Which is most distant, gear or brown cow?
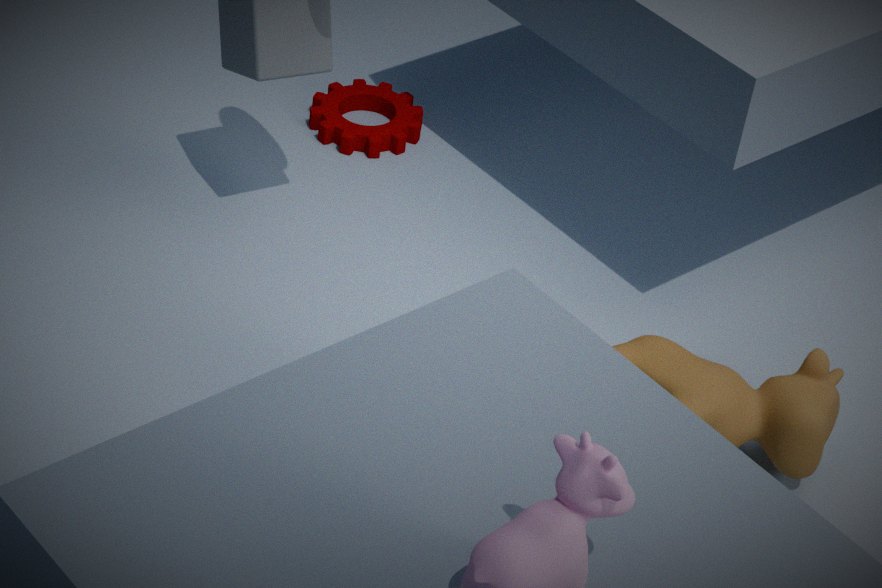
gear
